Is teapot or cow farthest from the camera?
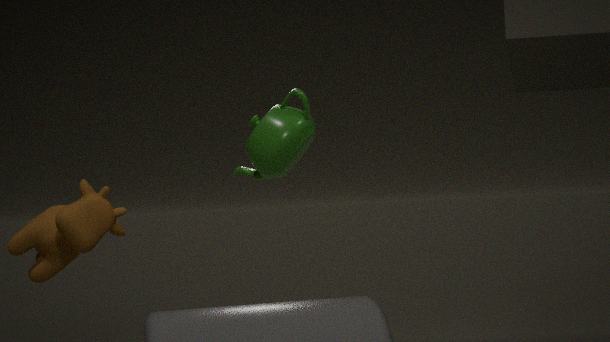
teapot
